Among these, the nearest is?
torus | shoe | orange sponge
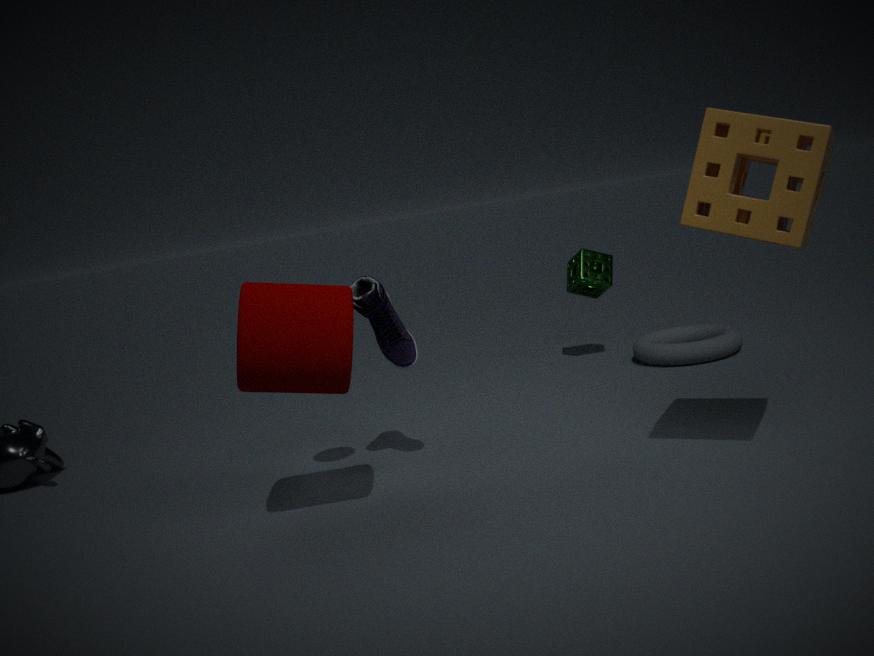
orange sponge
